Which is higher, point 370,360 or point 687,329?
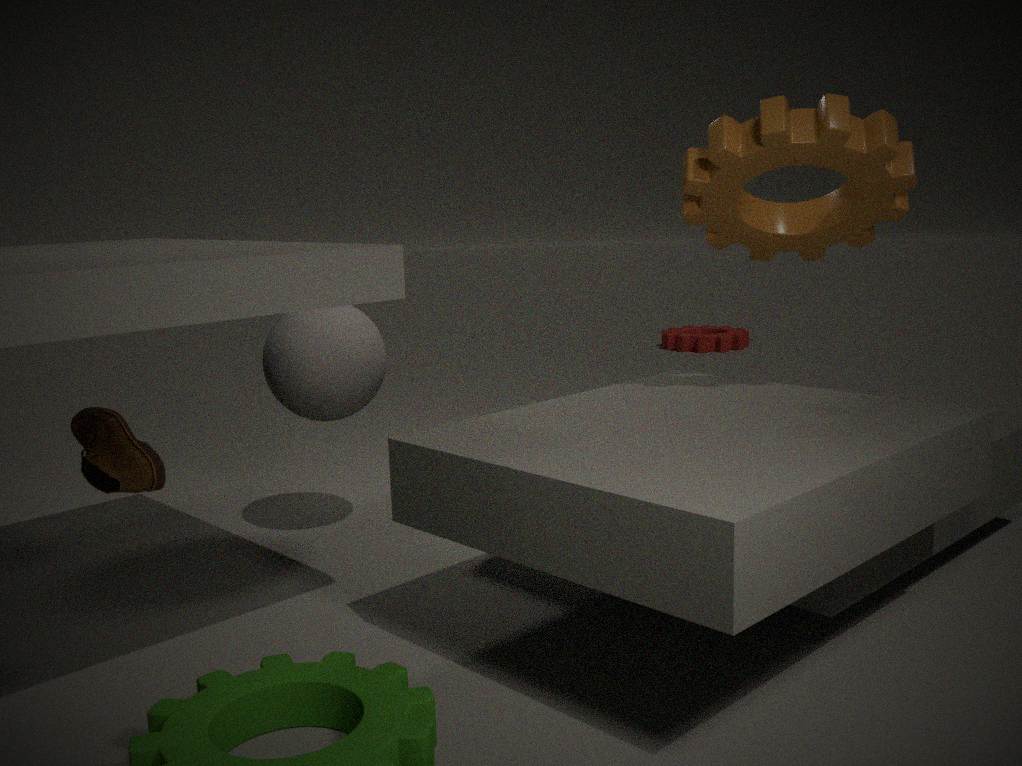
point 370,360
